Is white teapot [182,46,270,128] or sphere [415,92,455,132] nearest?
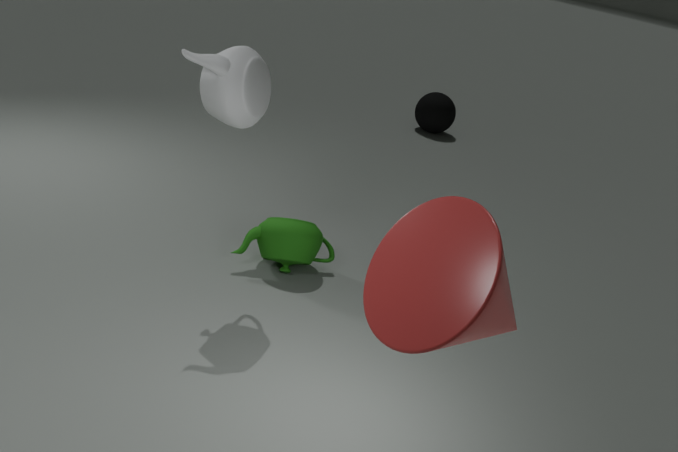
white teapot [182,46,270,128]
